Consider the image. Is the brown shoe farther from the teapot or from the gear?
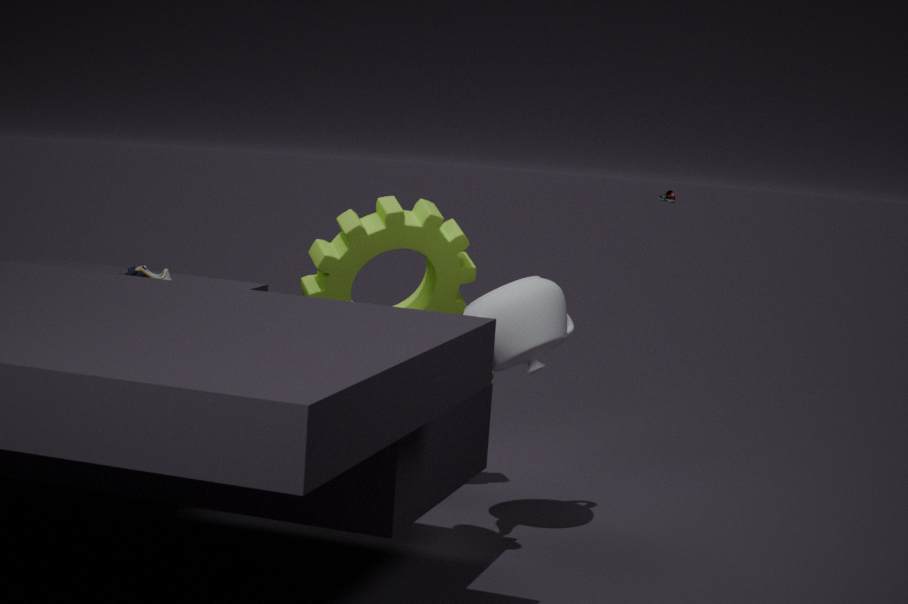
the teapot
